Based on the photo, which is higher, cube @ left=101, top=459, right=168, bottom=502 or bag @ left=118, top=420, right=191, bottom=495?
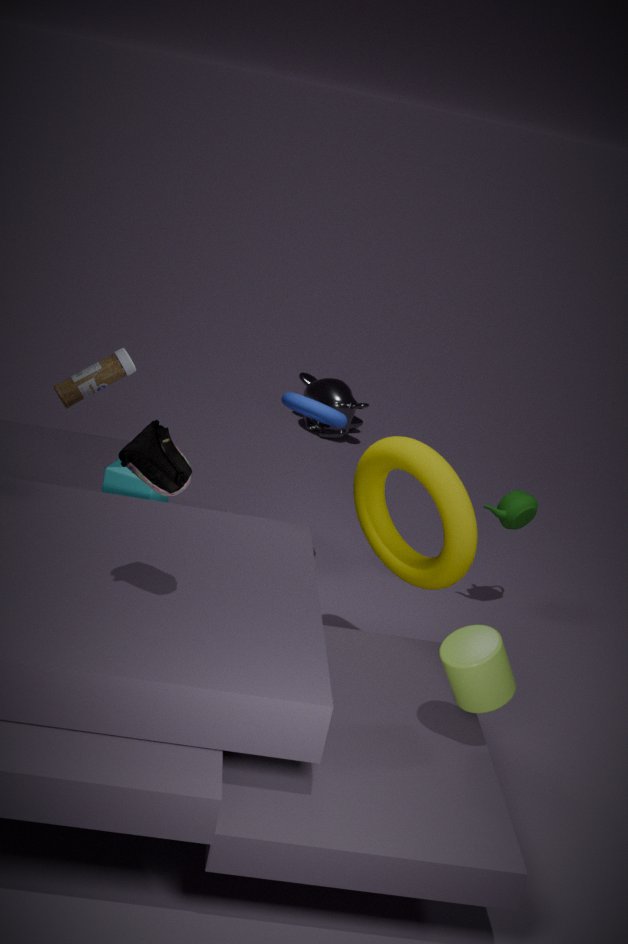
bag @ left=118, top=420, right=191, bottom=495
